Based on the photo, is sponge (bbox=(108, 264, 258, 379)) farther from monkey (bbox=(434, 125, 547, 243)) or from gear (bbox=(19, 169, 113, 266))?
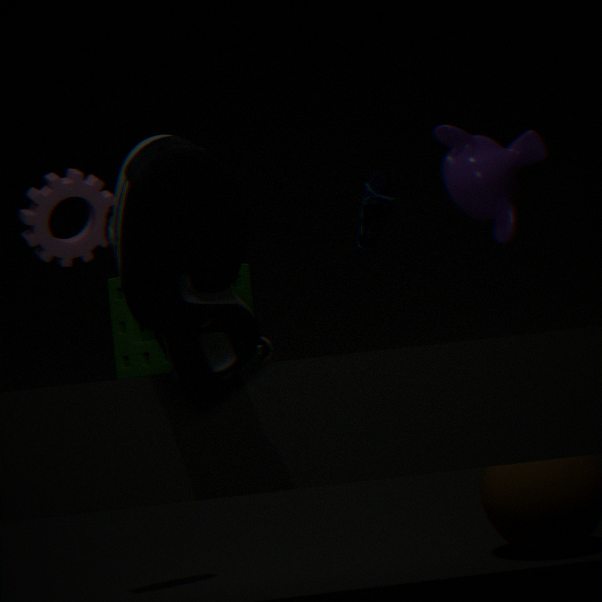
gear (bbox=(19, 169, 113, 266))
